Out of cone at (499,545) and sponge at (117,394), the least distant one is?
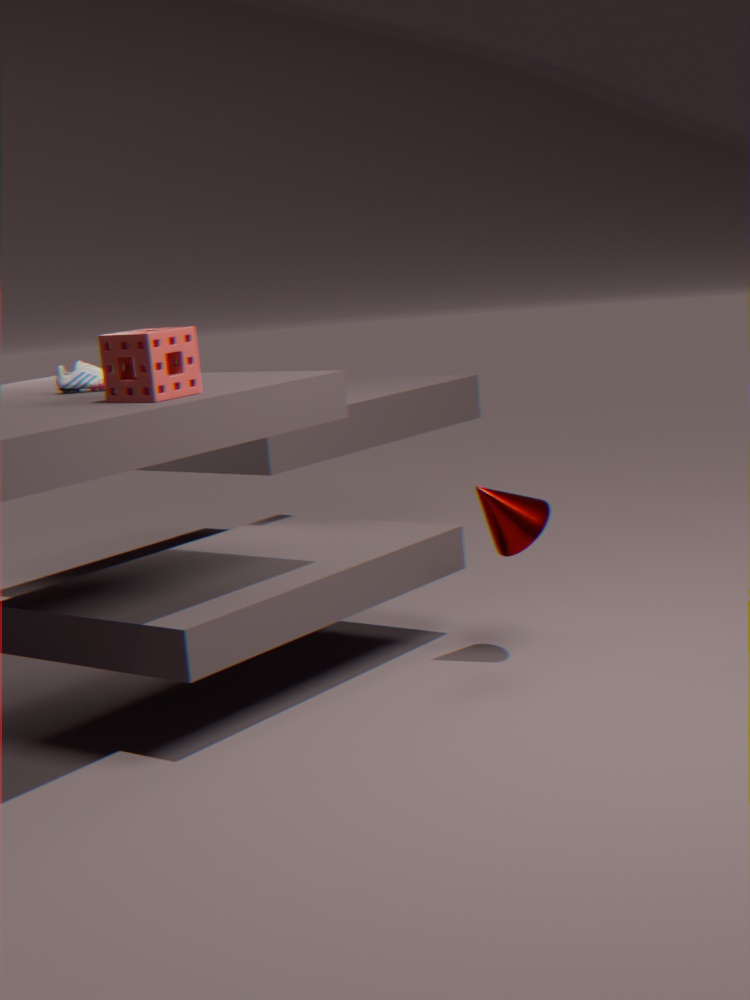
sponge at (117,394)
